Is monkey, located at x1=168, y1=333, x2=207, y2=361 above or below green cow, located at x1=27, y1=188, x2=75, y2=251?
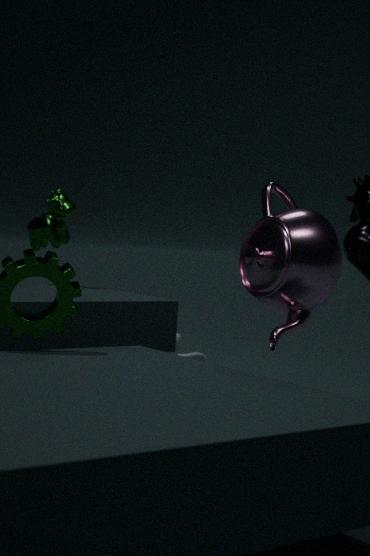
below
